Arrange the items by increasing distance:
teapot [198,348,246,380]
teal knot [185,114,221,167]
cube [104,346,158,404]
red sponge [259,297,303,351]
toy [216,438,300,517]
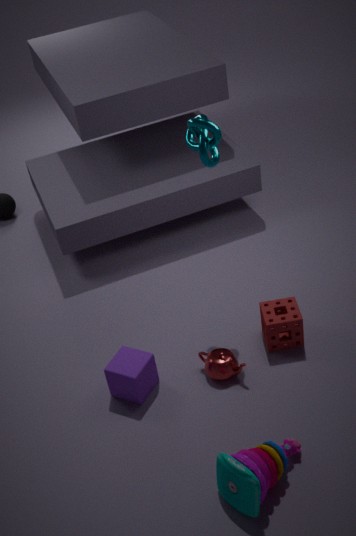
toy [216,438,300,517] → teal knot [185,114,221,167] → cube [104,346,158,404] → teapot [198,348,246,380] → red sponge [259,297,303,351]
